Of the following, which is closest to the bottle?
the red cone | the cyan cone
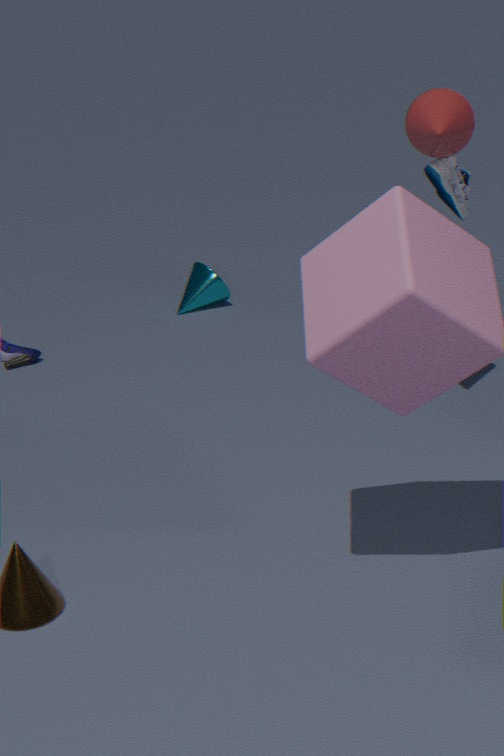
the red cone
